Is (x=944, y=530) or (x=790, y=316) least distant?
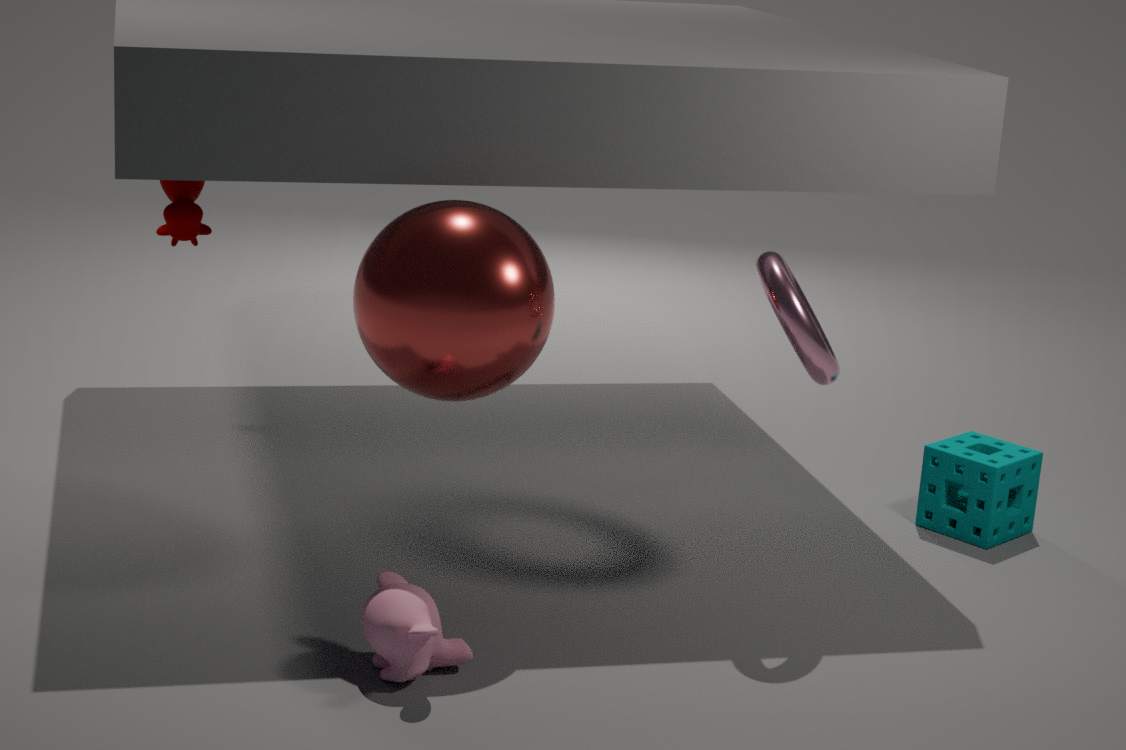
(x=790, y=316)
